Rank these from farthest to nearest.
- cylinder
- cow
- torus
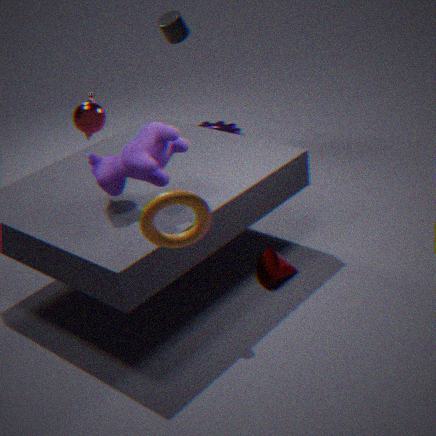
cylinder → cow → torus
